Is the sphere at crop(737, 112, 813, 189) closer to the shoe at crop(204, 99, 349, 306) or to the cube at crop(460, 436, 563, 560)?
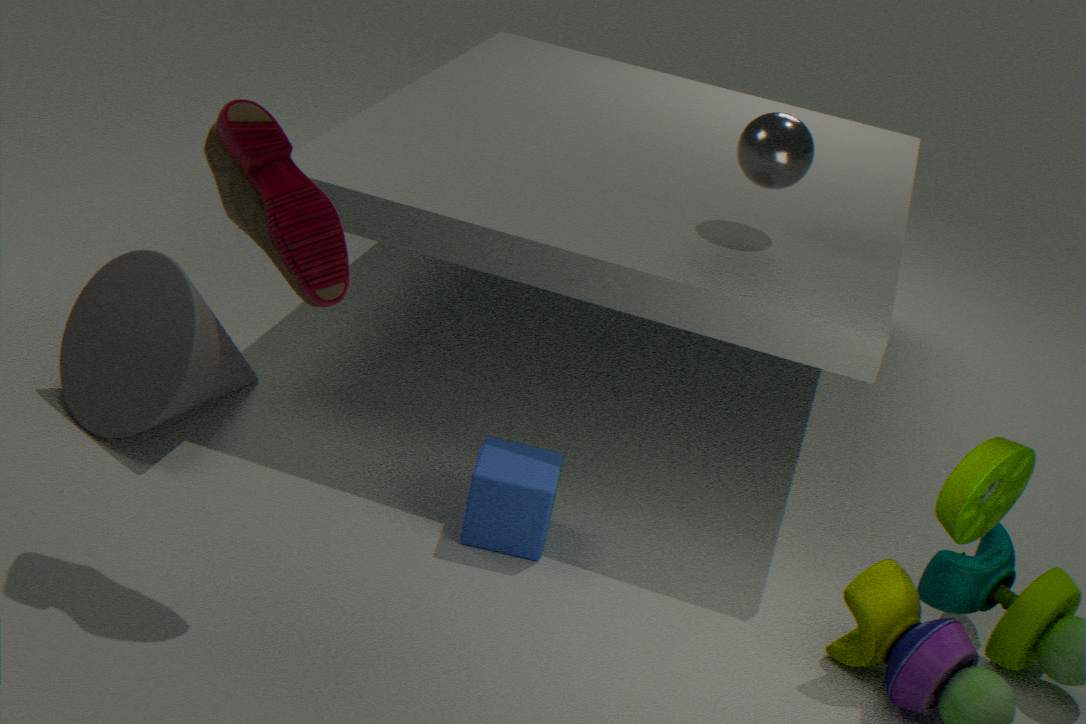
the cube at crop(460, 436, 563, 560)
